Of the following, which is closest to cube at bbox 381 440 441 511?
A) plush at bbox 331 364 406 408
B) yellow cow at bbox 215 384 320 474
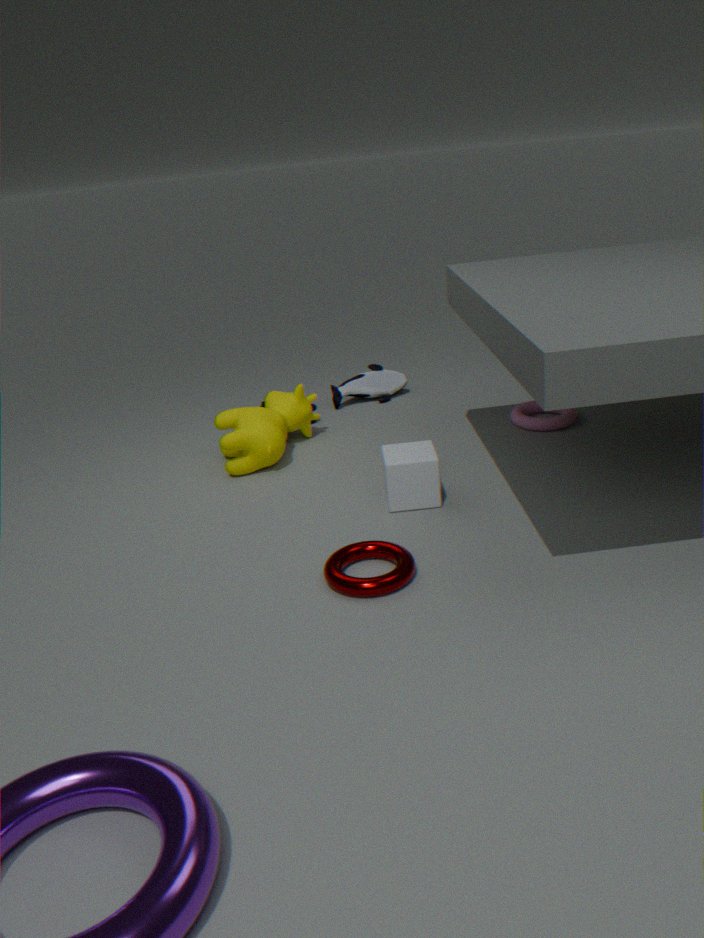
yellow cow at bbox 215 384 320 474
